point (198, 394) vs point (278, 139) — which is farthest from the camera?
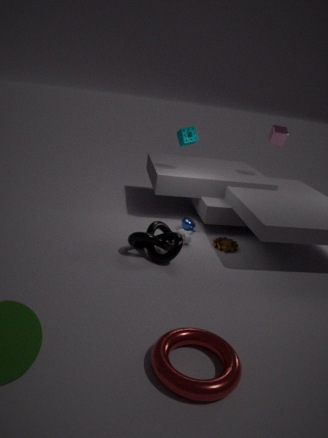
point (278, 139)
